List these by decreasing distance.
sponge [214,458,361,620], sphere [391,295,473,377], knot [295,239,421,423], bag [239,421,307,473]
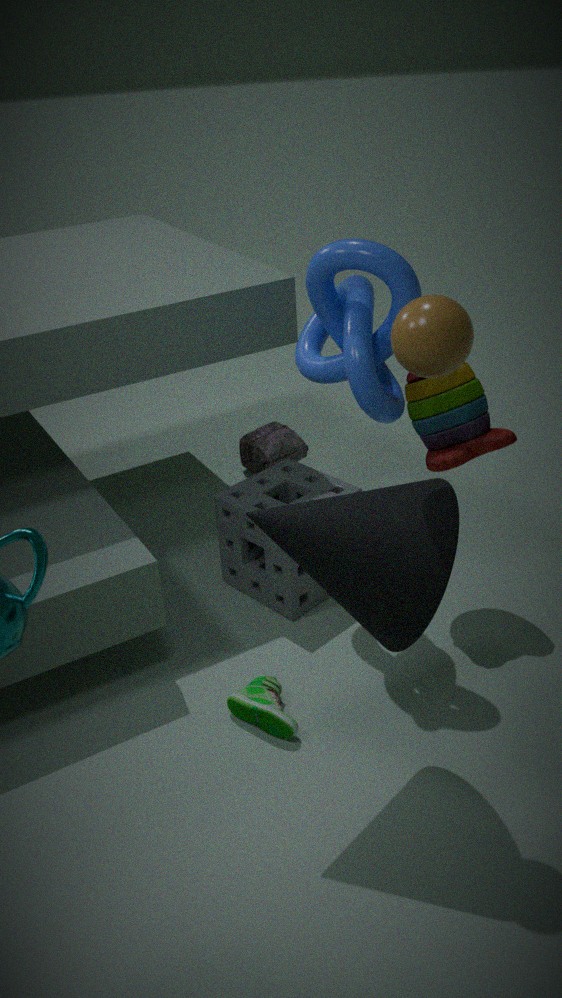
bag [239,421,307,473], sponge [214,458,361,620], knot [295,239,421,423], sphere [391,295,473,377]
